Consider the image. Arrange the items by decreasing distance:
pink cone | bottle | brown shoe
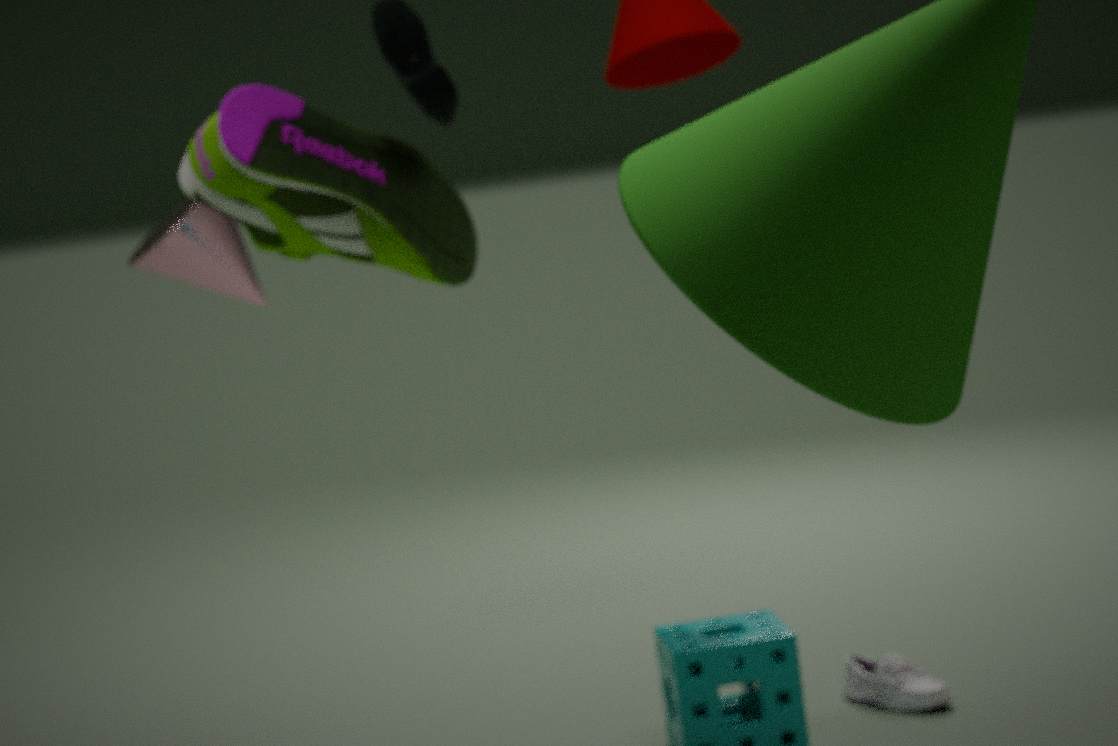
pink cone, bottle, brown shoe
